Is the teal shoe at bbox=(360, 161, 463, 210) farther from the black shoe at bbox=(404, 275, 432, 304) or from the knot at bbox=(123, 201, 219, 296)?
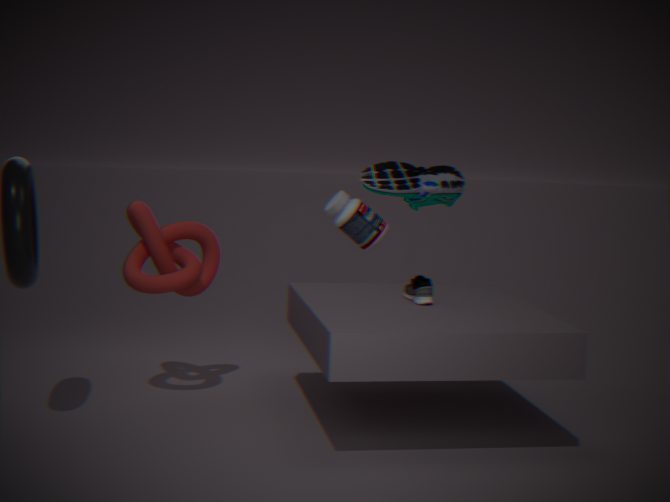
the knot at bbox=(123, 201, 219, 296)
